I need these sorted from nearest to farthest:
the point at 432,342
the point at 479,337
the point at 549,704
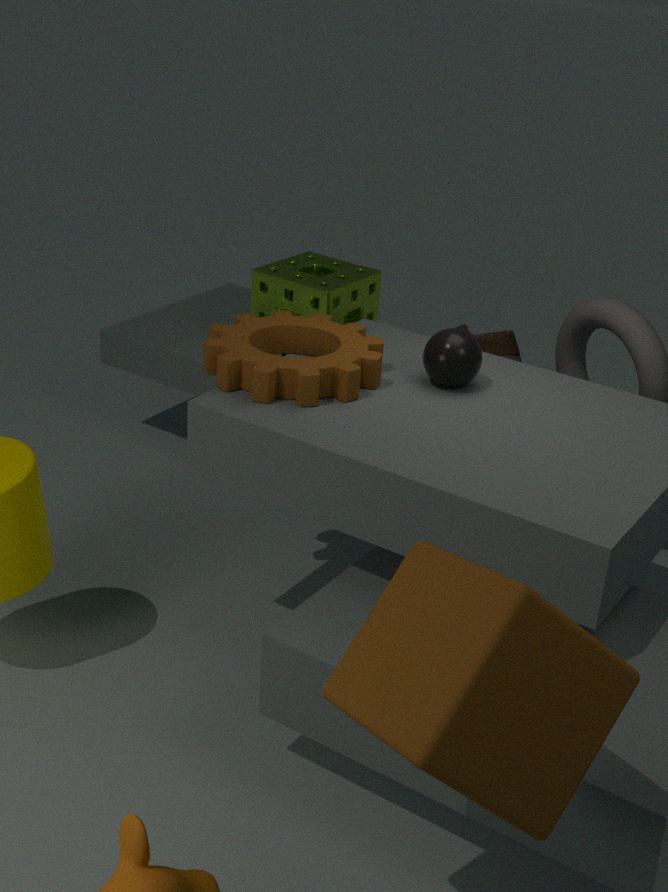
1. the point at 549,704
2. the point at 432,342
3. the point at 479,337
